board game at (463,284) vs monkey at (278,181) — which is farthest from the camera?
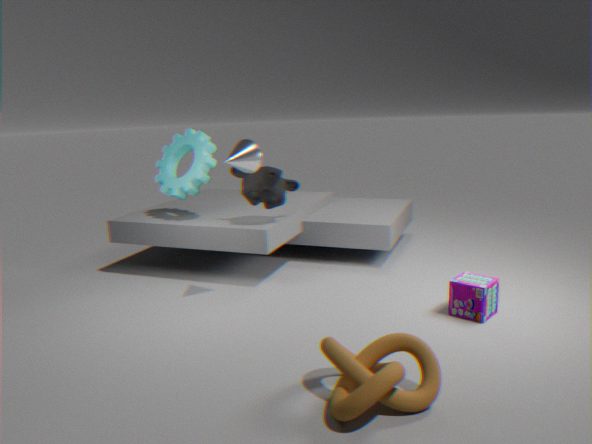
monkey at (278,181)
